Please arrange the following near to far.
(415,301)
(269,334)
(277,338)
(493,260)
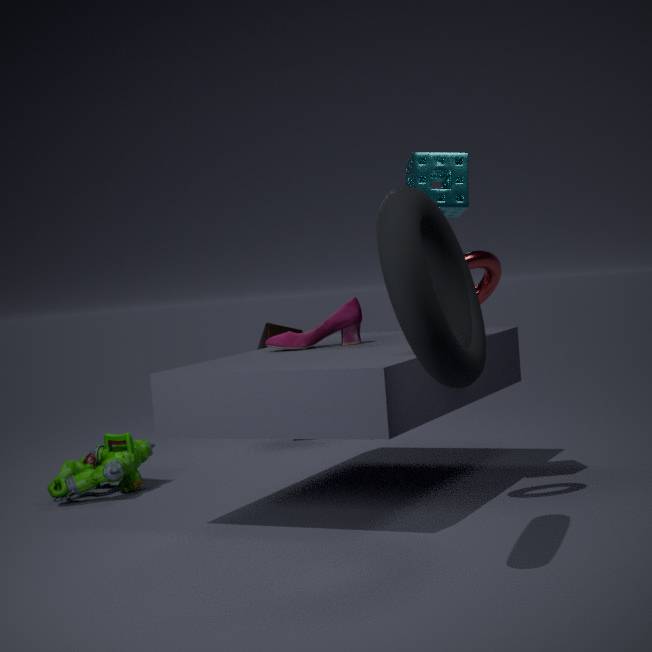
(415,301) → (493,260) → (277,338) → (269,334)
